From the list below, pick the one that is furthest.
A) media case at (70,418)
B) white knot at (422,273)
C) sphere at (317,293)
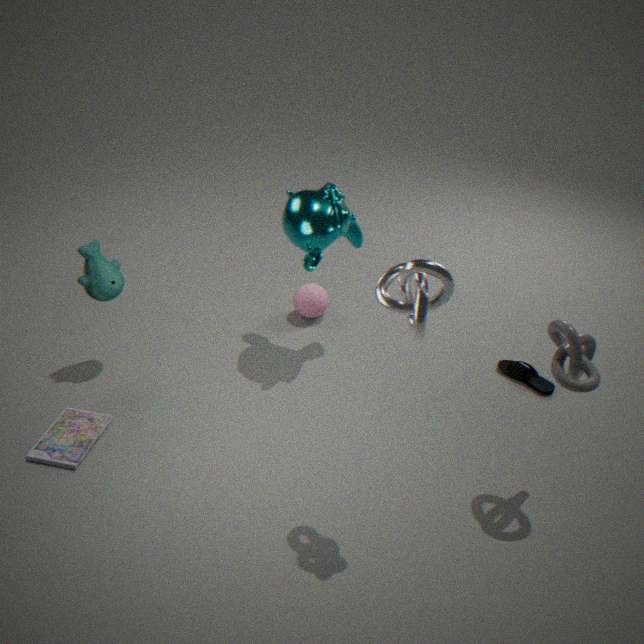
sphere at (317,293)
